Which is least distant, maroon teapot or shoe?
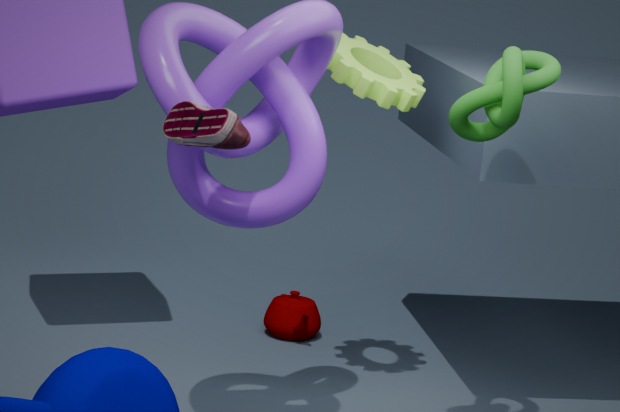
shoe
